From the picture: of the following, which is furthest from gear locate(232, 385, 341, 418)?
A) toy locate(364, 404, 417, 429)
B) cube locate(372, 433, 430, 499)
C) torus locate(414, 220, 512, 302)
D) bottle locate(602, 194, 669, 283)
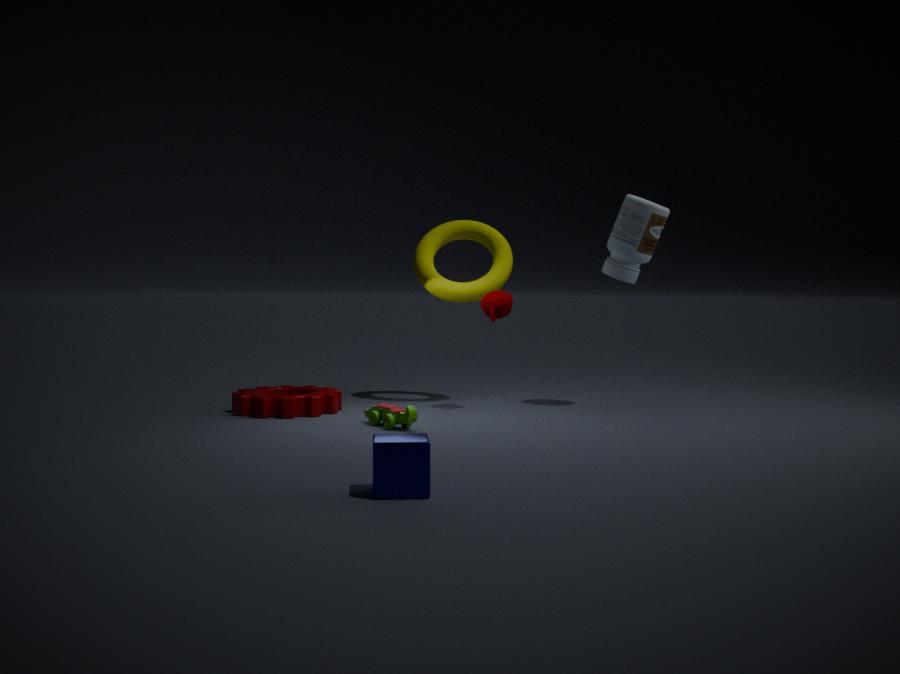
cube locate(372, 433, 430, 499)
